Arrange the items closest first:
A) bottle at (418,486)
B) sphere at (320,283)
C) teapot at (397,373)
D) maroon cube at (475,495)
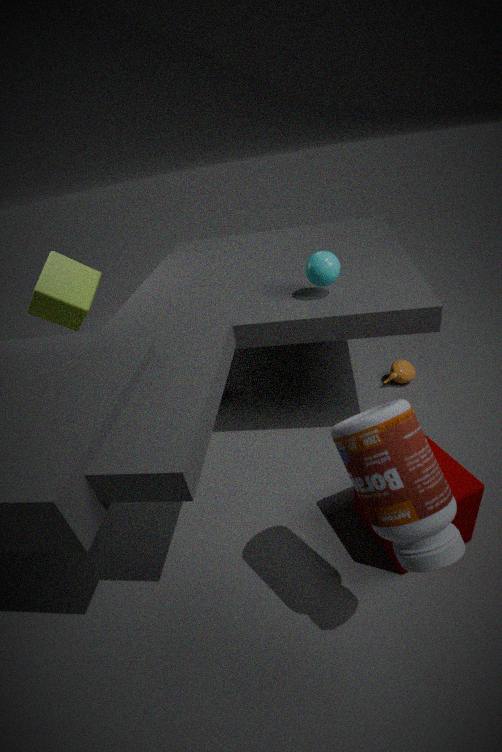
1. bottle at (418,486)
2. maroon cube at (475,495)
3. sphere at (320,283)
4. teapot at (397,373)
